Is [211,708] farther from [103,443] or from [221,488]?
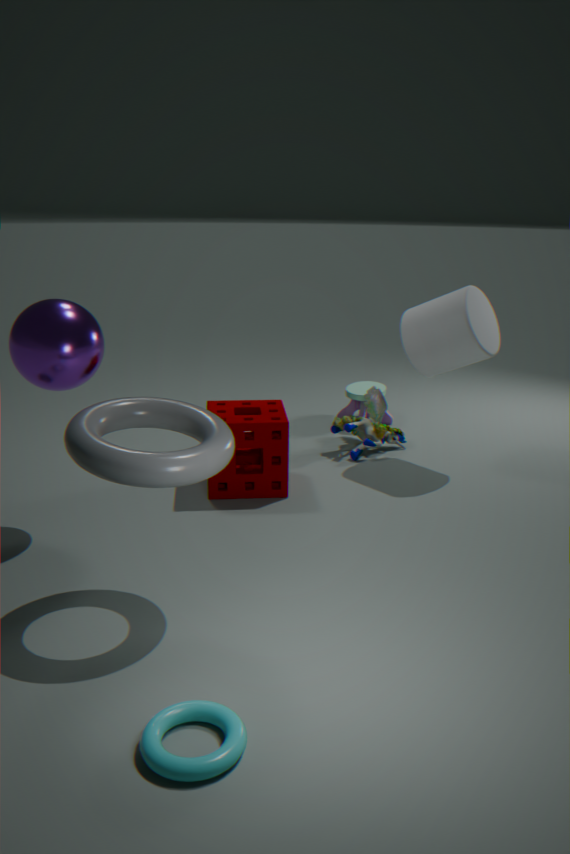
[221,488]
